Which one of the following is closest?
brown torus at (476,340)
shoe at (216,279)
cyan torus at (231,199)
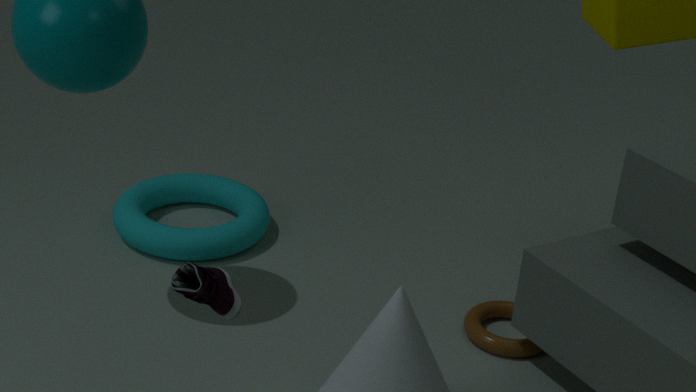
shoe at (216,279)
